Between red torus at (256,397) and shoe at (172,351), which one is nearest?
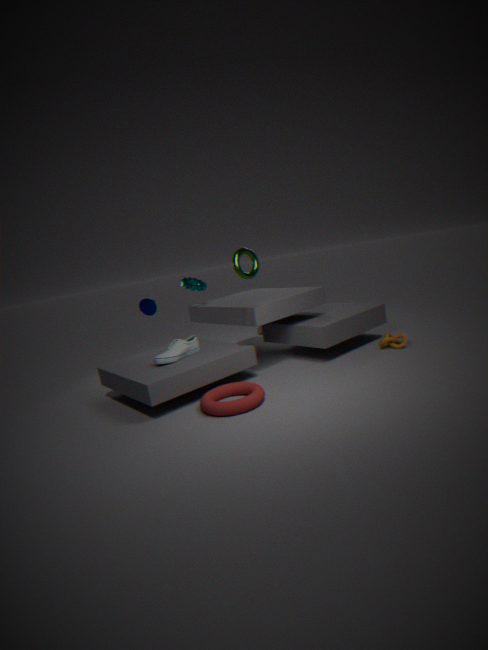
red torus at (256,397)
